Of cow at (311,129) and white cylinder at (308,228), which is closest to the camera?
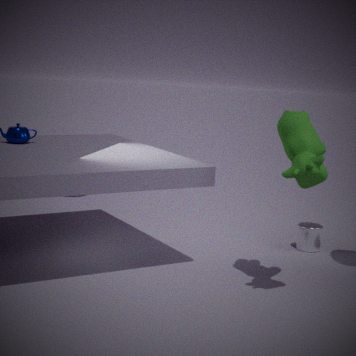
cow at (311,129)
